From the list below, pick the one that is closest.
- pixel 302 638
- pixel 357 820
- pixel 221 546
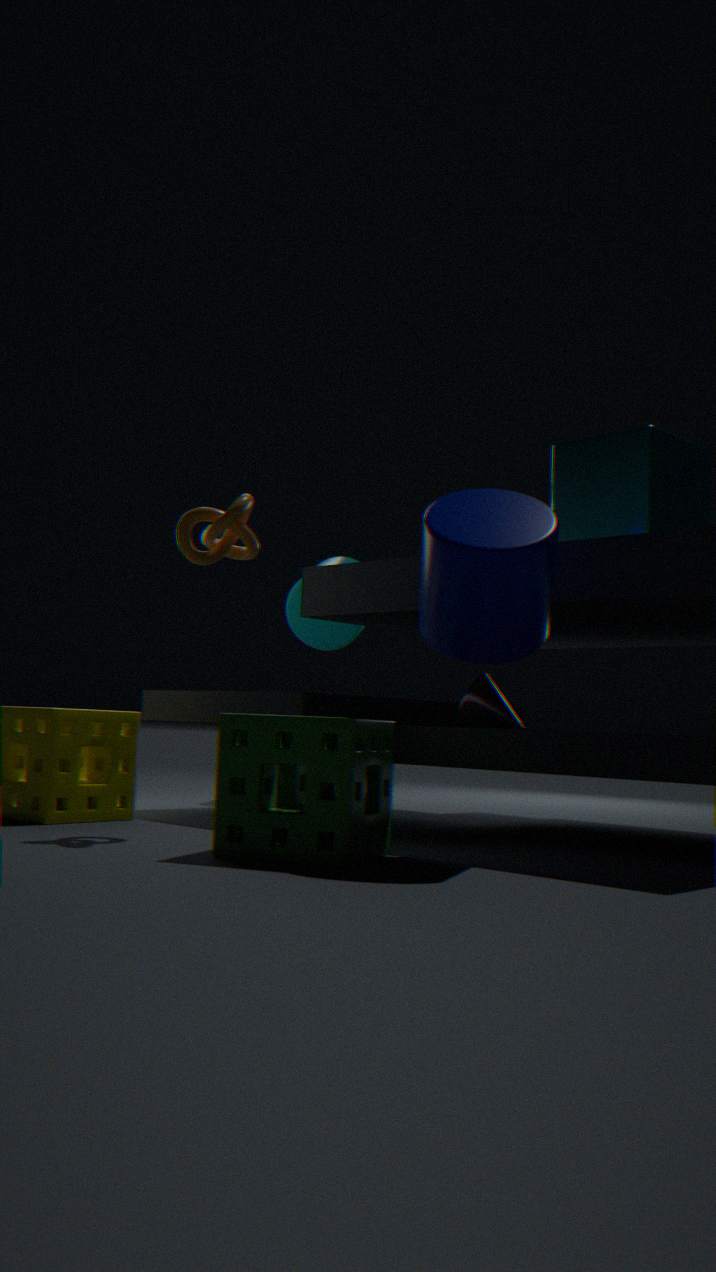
pixel 357 820
